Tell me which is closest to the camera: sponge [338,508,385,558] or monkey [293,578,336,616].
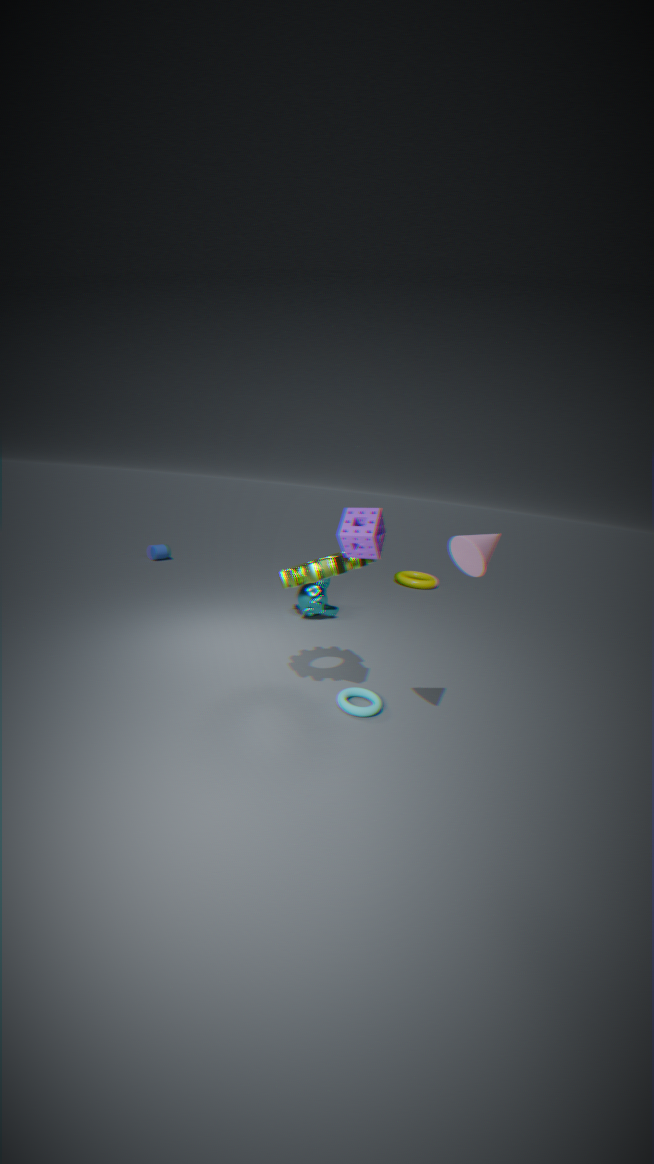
sponge [338,508,385,558]
